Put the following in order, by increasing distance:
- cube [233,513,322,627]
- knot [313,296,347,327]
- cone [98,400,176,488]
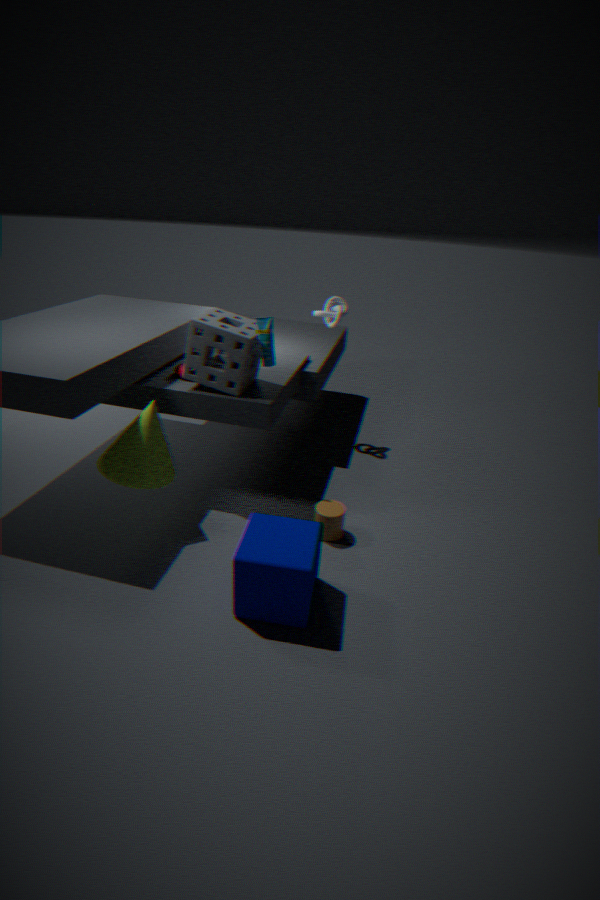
cube [233,513,322,627]
cone [98,400,176,488]
knot [313,296,347,327]
